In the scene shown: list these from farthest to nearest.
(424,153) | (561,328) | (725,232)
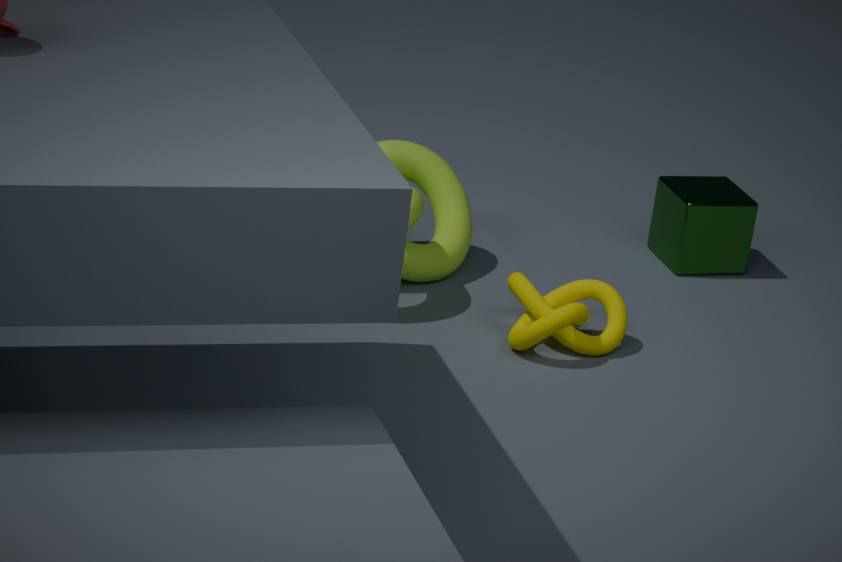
(725,232) < (424,153) < (561,328)
